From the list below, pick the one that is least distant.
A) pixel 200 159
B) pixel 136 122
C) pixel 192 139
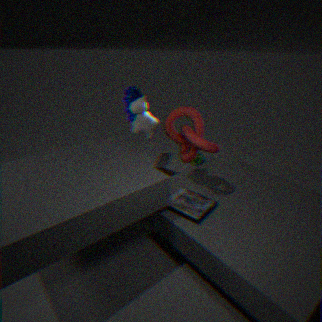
pixel 192 139
